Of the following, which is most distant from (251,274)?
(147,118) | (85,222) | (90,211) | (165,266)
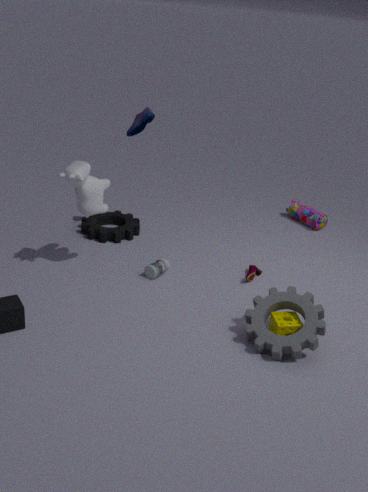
(147,118)
